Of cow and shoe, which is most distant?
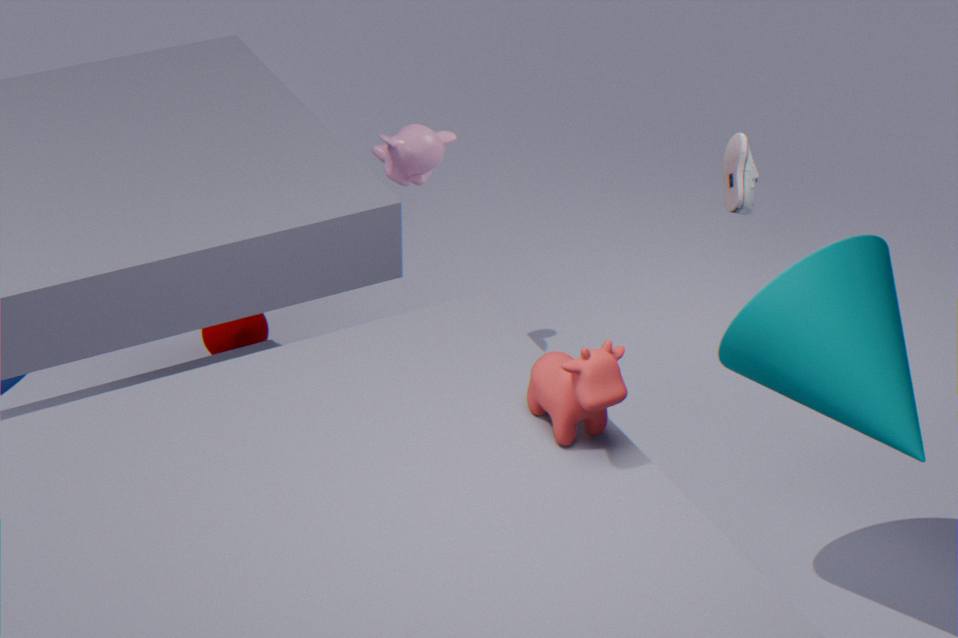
shoe
